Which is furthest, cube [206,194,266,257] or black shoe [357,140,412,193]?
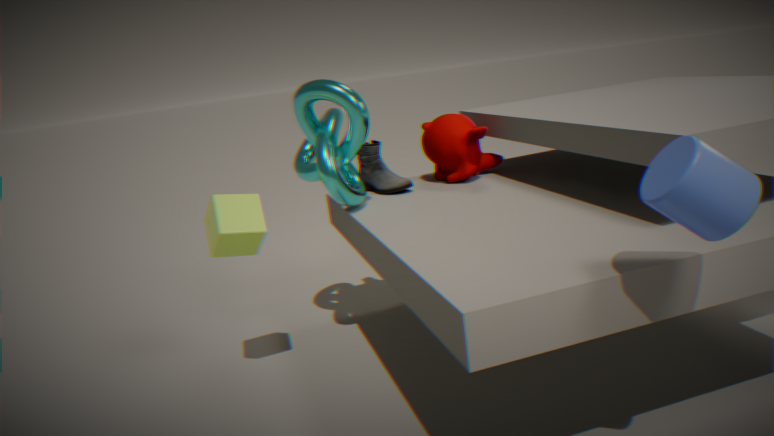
black shoe [357,140,412,193]
